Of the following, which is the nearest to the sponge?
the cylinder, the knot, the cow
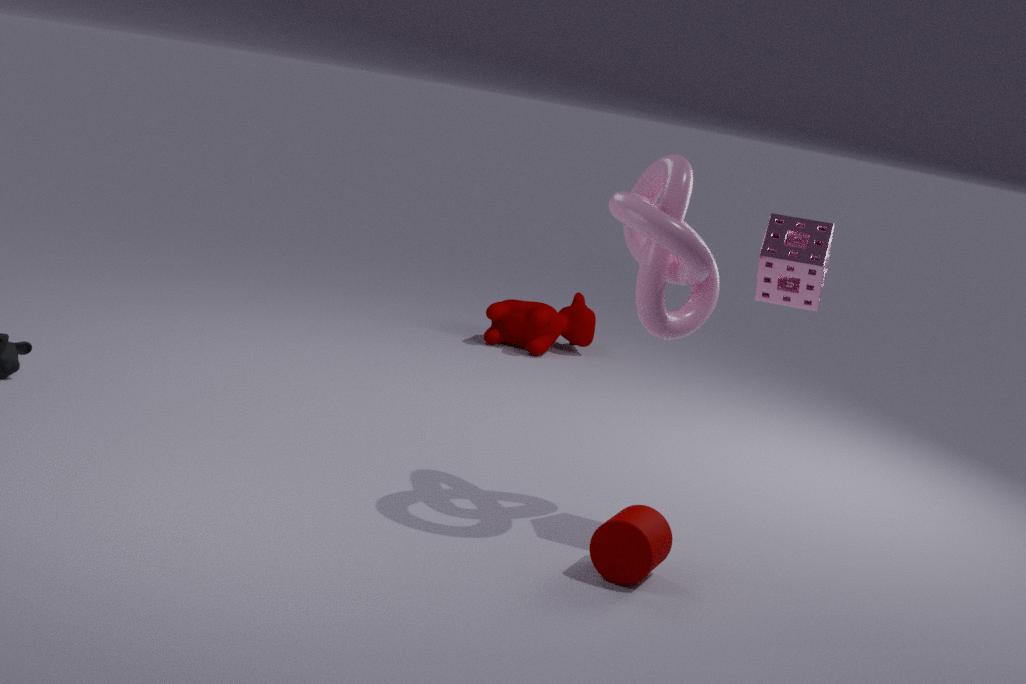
the knot
